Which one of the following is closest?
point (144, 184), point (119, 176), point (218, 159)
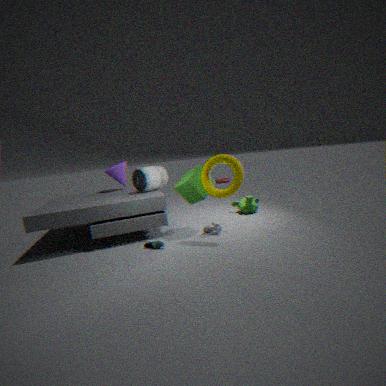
point (218, 159)
